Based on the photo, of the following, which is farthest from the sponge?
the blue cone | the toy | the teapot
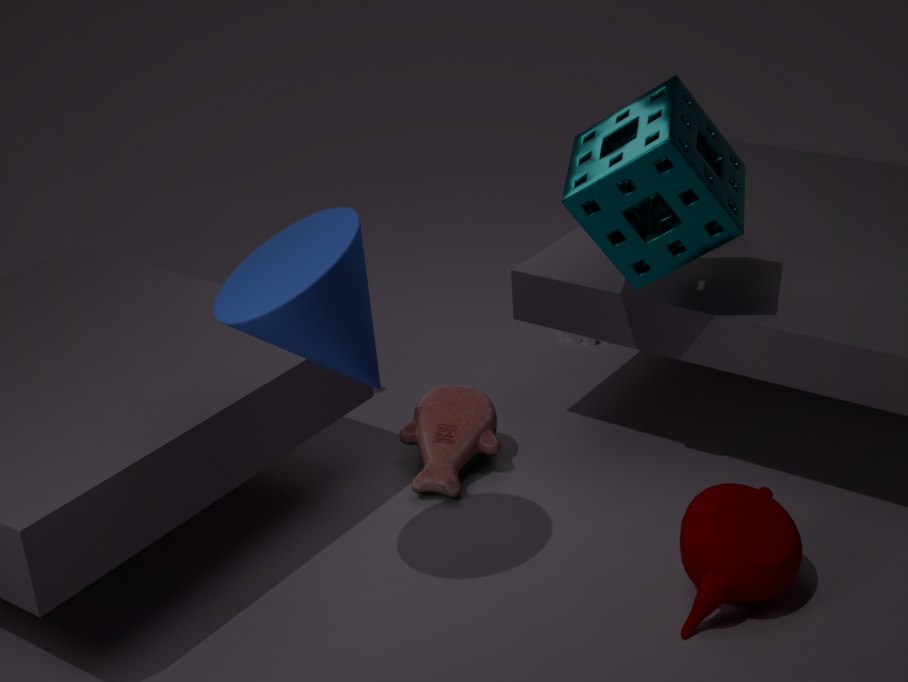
the toy
